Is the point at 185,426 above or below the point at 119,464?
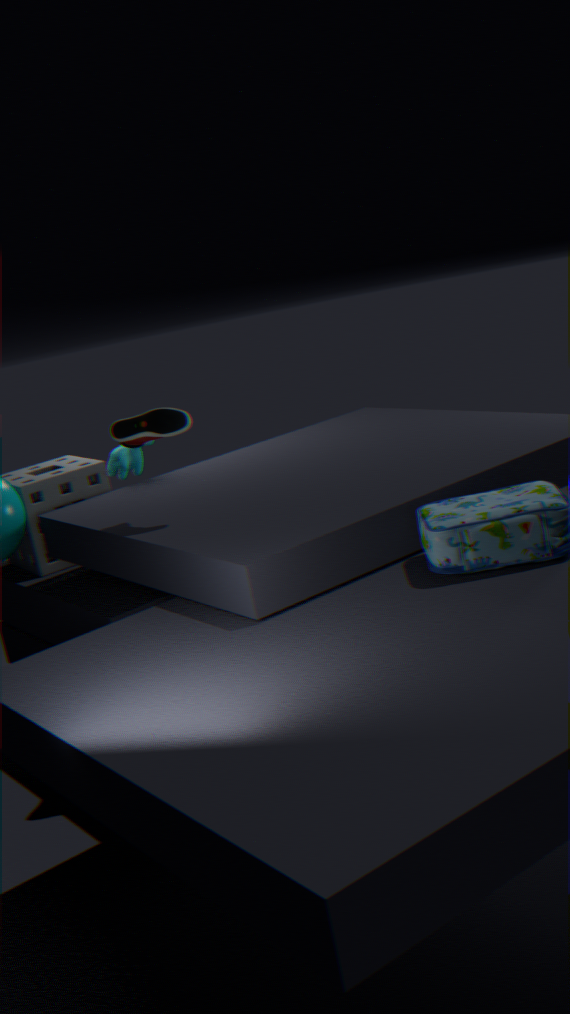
above
